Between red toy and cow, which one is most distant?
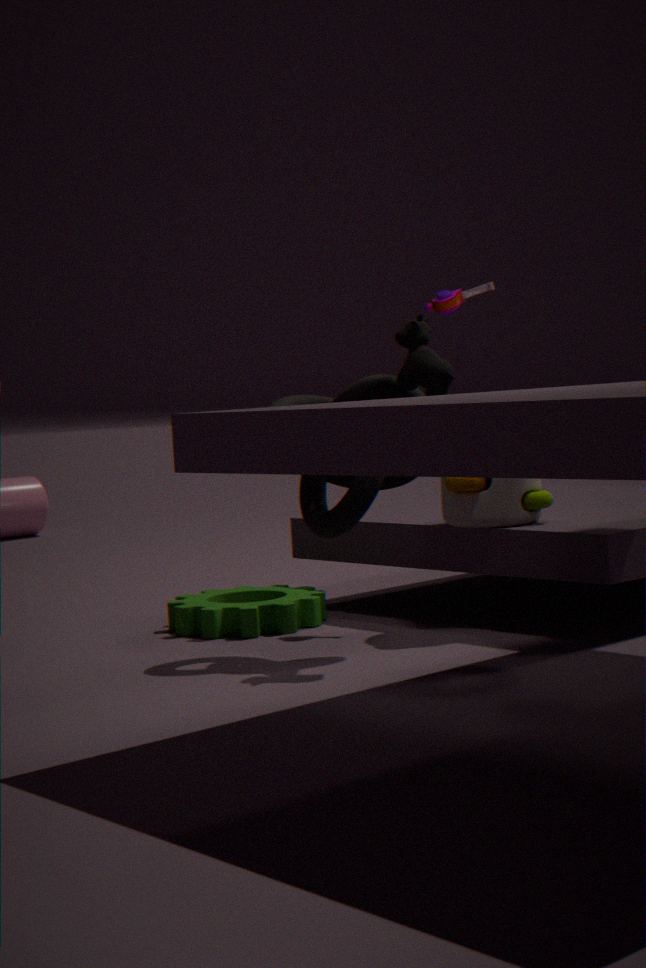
red toy
